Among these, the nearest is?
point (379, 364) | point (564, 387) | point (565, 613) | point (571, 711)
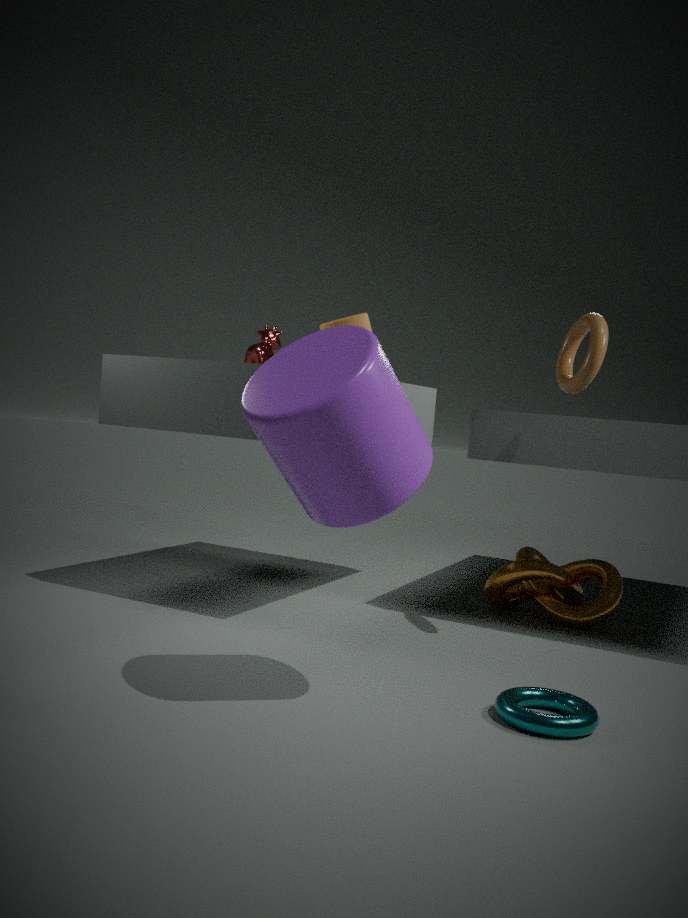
point (379, 364)
